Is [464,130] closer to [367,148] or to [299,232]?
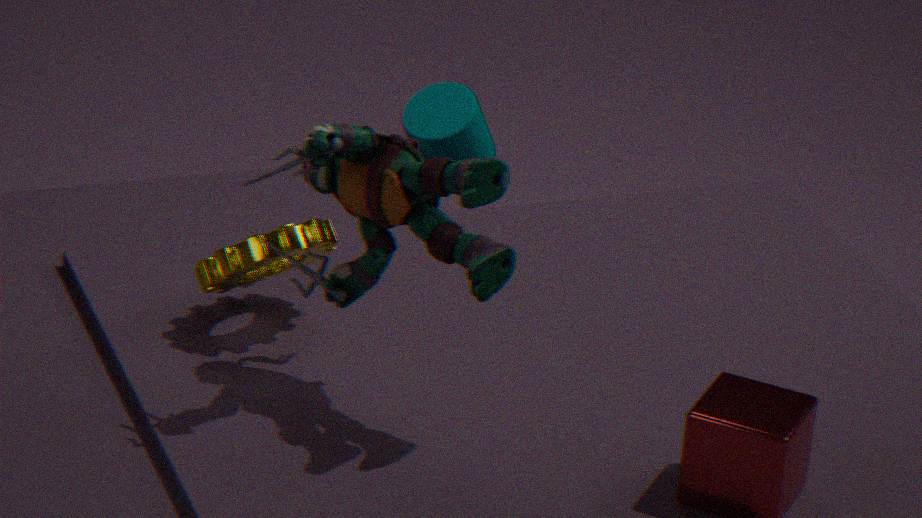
[299,232]
